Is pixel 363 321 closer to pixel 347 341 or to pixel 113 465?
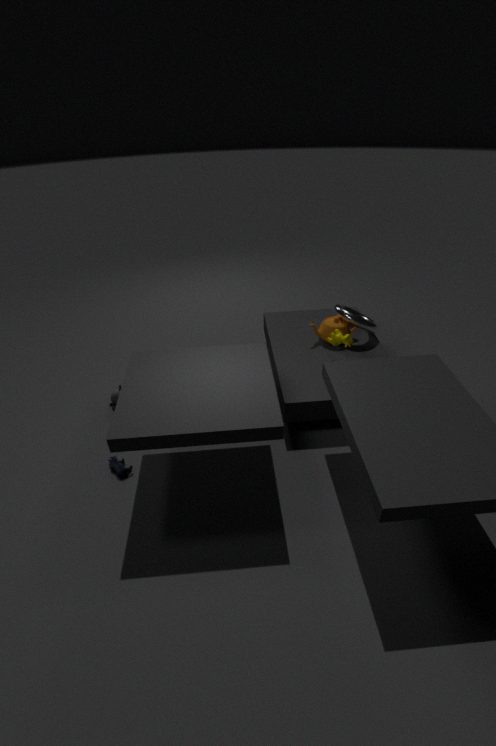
pixel 347 341
